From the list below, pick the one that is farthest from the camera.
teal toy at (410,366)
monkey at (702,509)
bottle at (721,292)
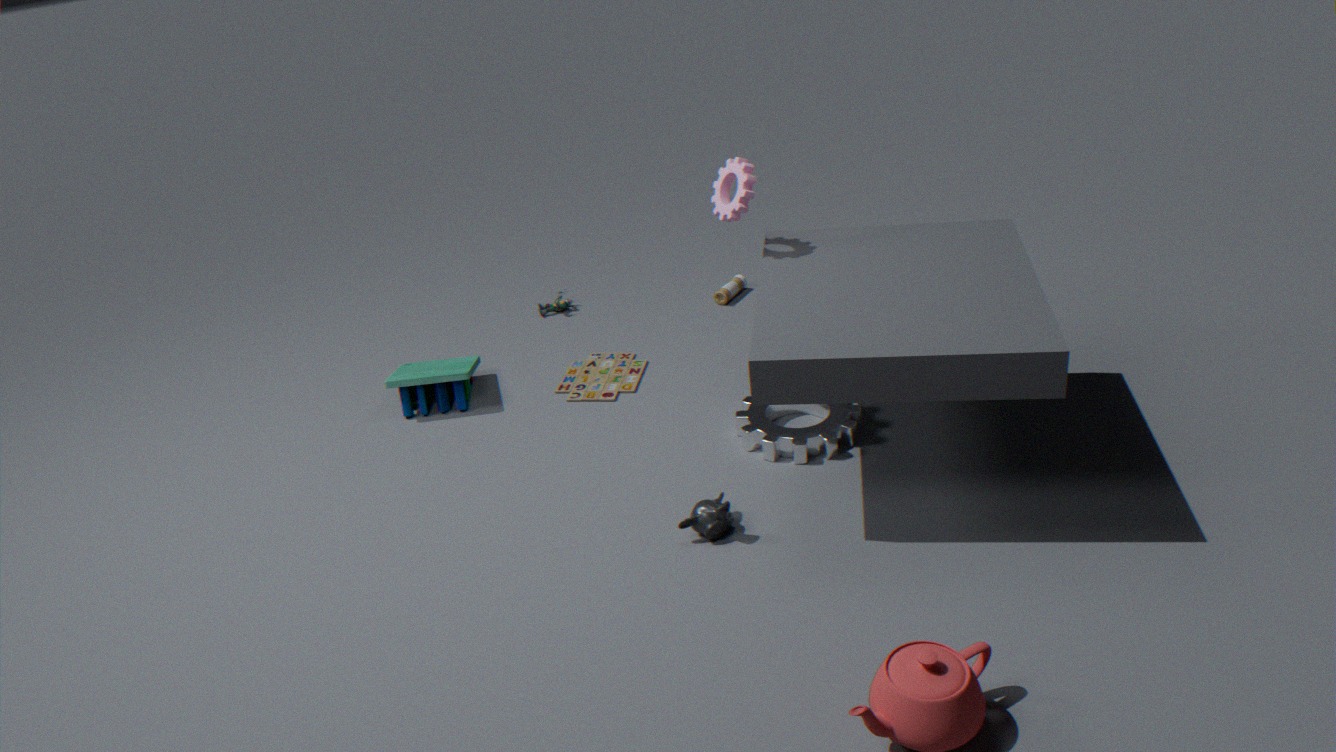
bottle at (721,292)
